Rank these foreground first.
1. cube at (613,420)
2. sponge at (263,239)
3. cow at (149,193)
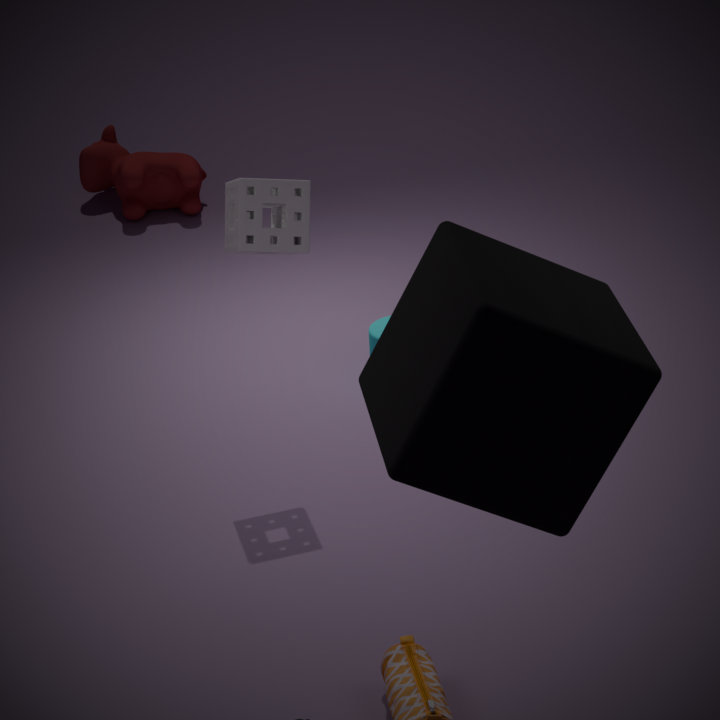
cube at (613,420) < sponge at (263,239) < cow at (149,193)
